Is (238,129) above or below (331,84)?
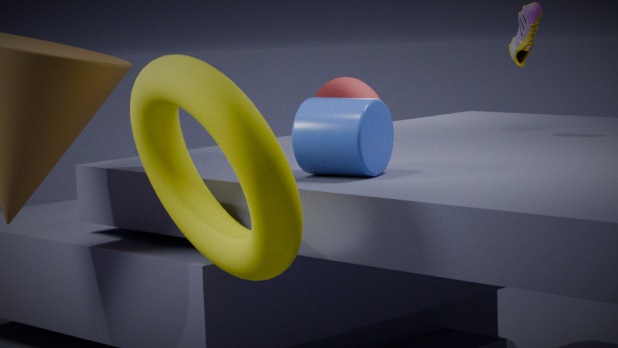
above
